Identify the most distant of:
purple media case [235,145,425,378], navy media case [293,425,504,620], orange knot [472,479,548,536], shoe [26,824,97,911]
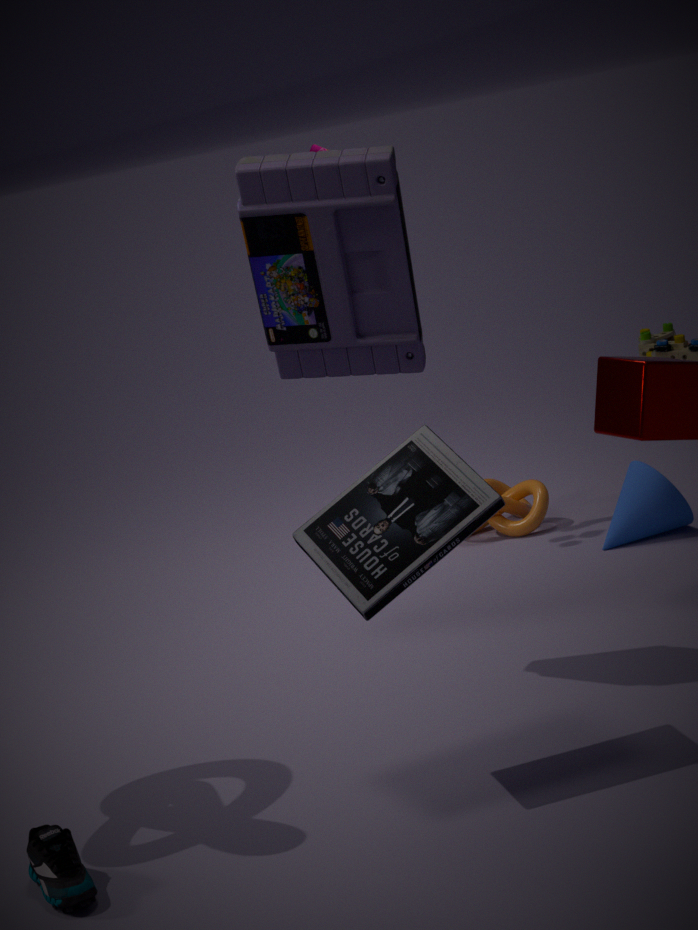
orange knot [472,479,548,536]
